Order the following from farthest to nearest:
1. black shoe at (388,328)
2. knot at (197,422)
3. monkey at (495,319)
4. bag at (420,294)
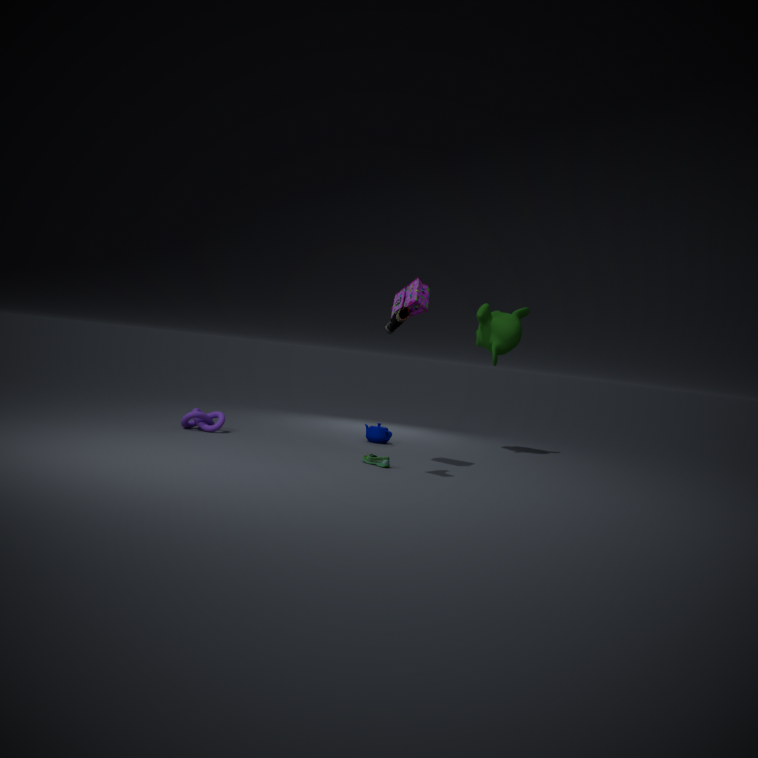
monkey at (495,319) < knot at (197,422) < bag at (420,294) < black shoe at (388,328)
